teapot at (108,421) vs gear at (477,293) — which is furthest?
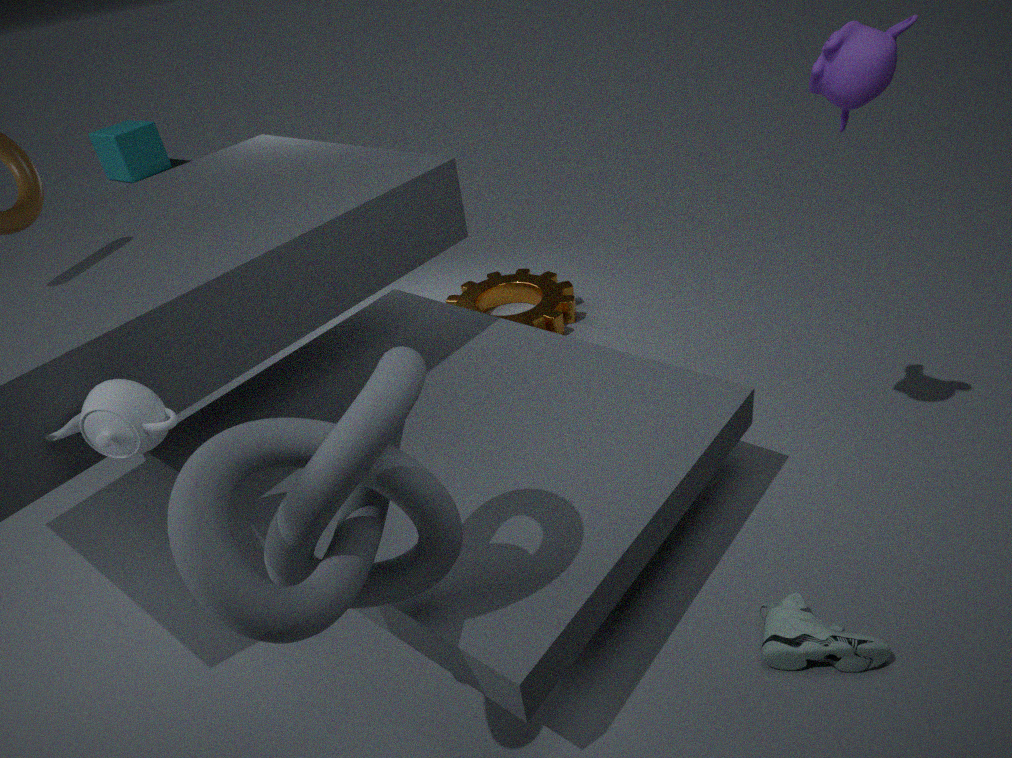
gear at (477,293)
